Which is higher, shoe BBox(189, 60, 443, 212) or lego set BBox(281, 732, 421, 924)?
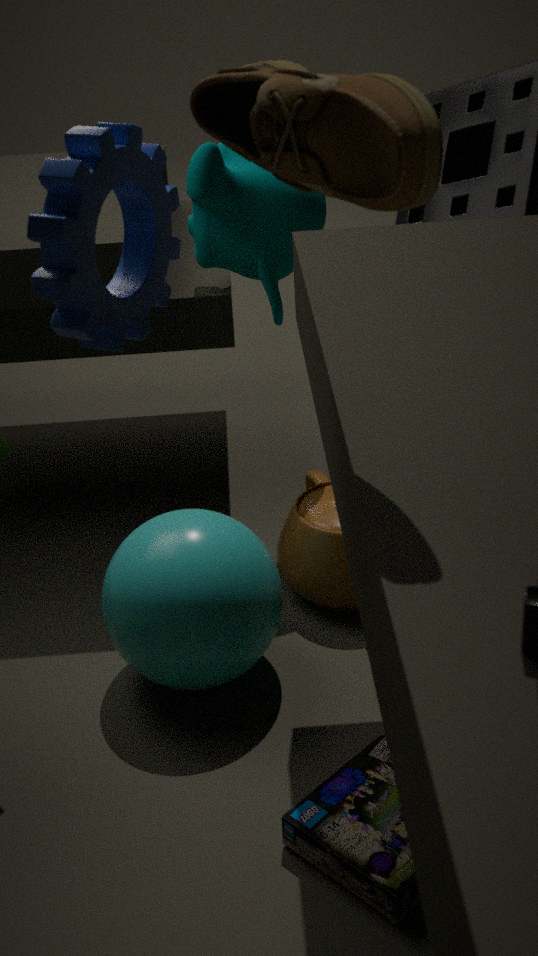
shoe BBox(189, 60, 443, 212)
